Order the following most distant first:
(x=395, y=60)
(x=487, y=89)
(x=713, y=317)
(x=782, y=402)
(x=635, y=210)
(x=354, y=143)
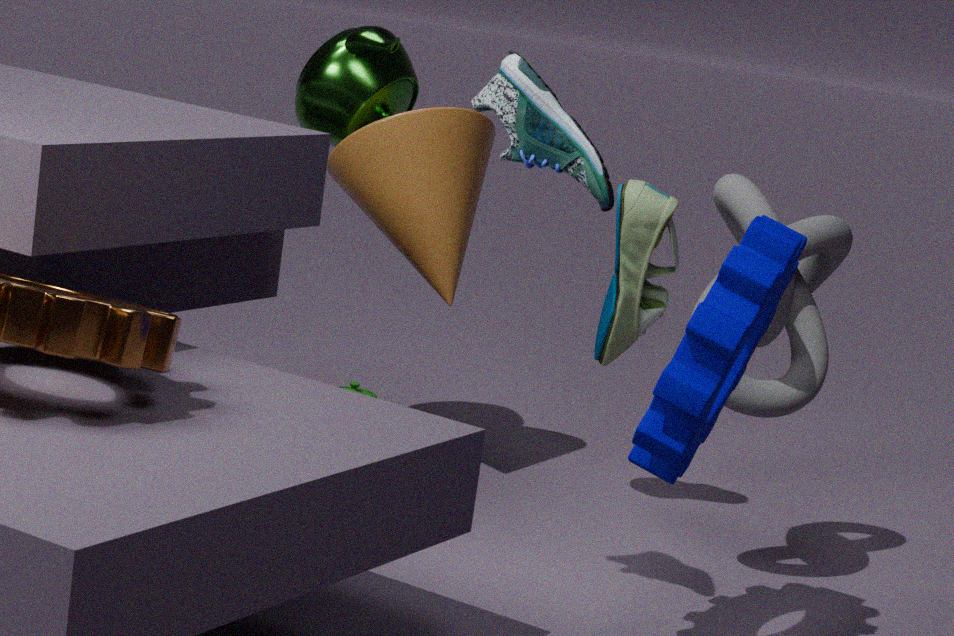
(x=395, y=60) → (x=354, y=143) → (x=635, y=210) → (x=782, y=402) → (x=487, y=89) → (x=713, y=317)
